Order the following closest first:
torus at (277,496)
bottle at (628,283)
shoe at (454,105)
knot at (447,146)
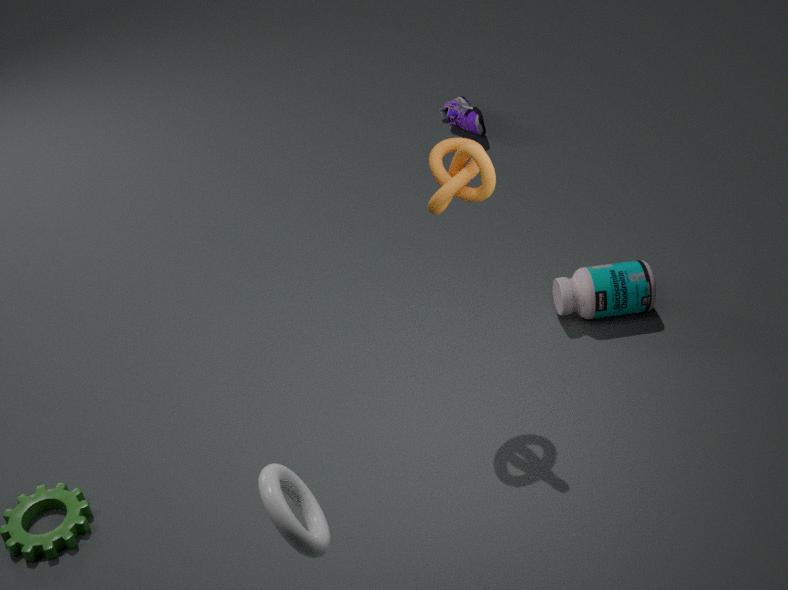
torus at (277,496), knot at (447,146), bottle at (628,283), shoe at (454,105)
